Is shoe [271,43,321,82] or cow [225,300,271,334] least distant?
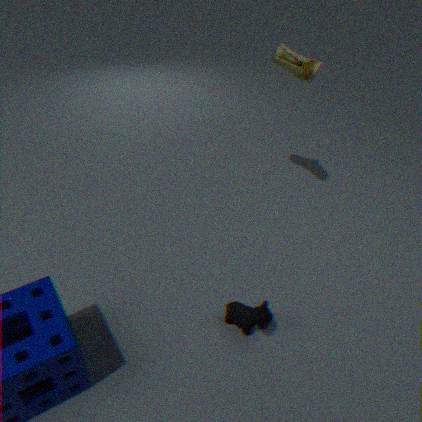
cow [225,300,271,334]
